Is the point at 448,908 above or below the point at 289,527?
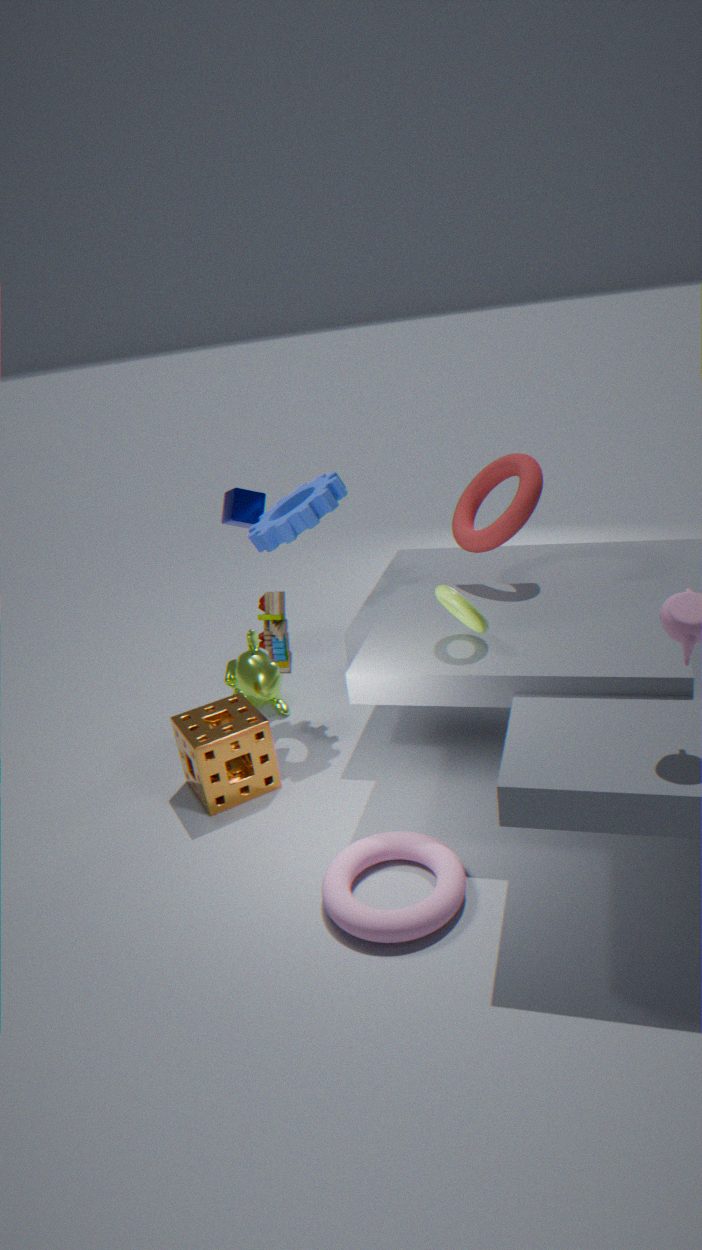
below
